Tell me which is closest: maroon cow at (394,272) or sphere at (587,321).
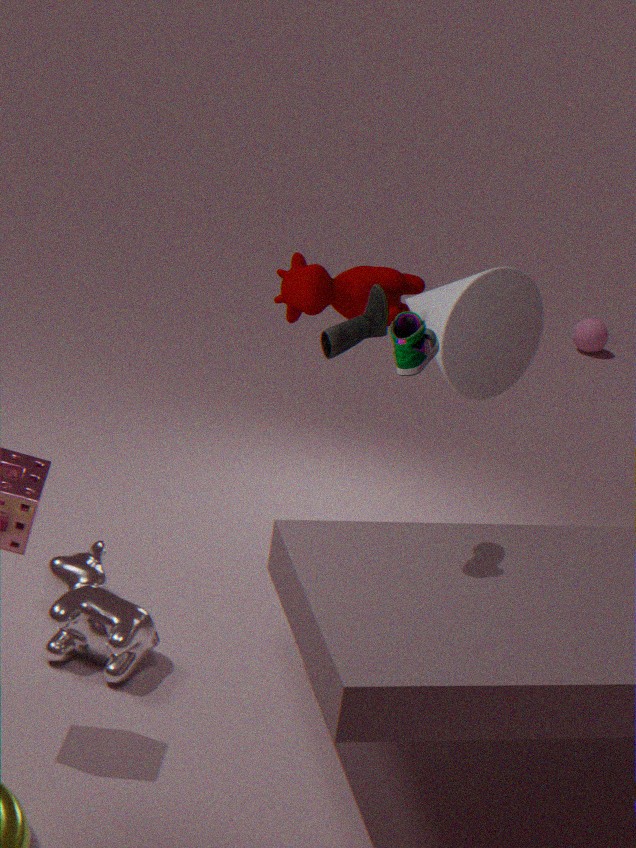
maroon cow at (394,272)
